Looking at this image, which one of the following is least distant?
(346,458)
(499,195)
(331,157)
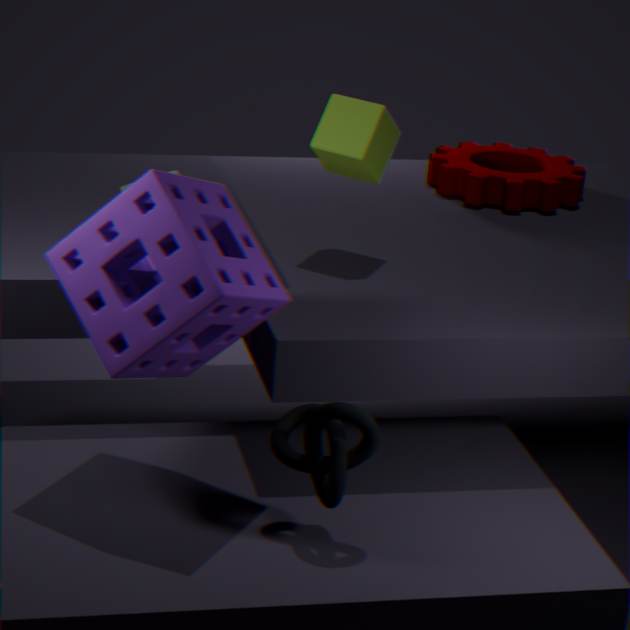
(346,458)
